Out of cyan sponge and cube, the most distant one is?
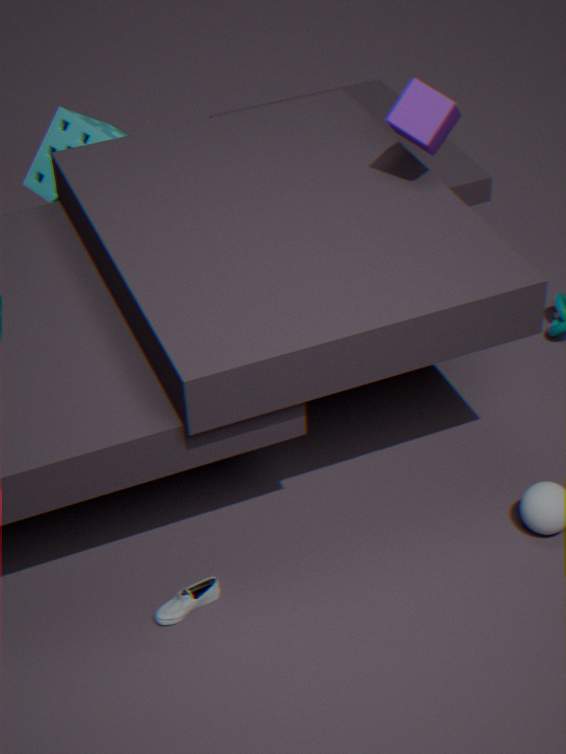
cyan sponge
